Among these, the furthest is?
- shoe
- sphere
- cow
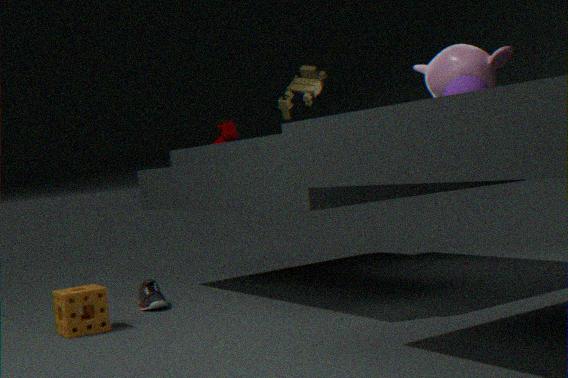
cow
